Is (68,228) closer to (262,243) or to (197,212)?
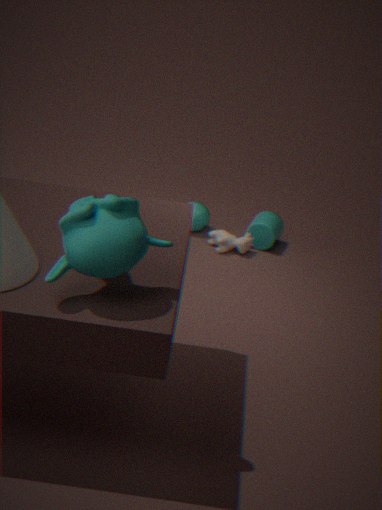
(197,212)
